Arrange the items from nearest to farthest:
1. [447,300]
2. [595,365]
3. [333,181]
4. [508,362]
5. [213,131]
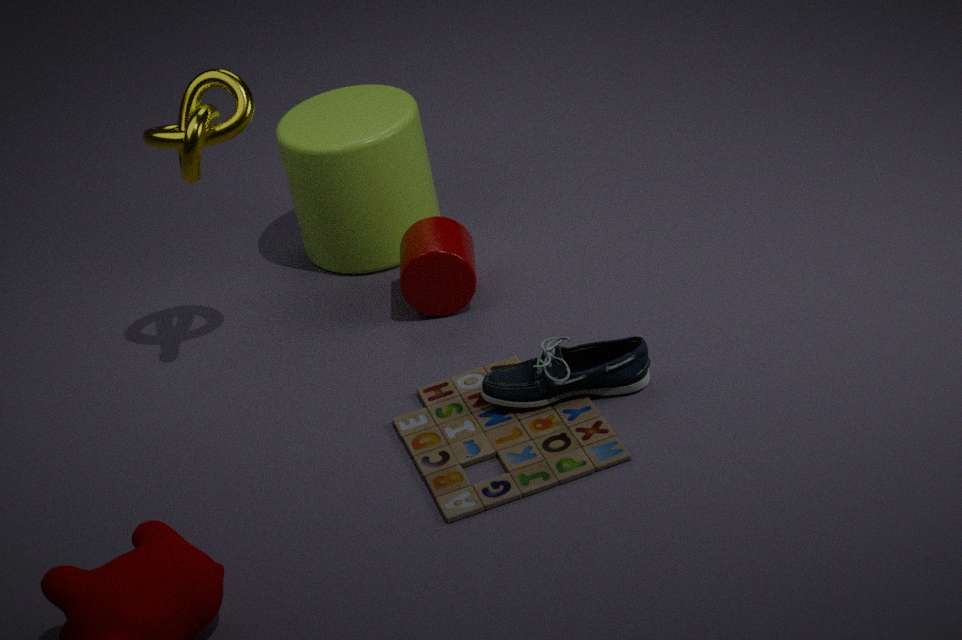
[595,365] → [213,131] → [508,362] → [447,300] → [333,181]
